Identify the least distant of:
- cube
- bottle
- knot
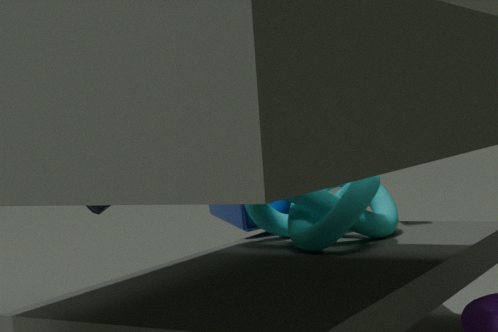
knot
